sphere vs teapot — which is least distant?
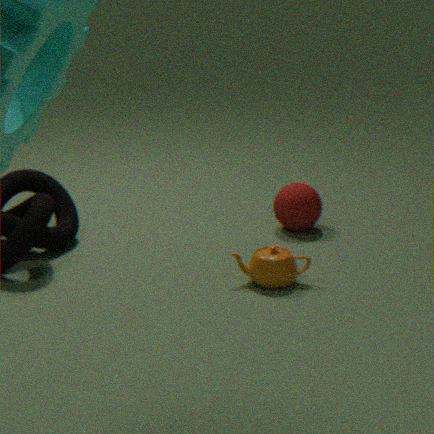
teapot
